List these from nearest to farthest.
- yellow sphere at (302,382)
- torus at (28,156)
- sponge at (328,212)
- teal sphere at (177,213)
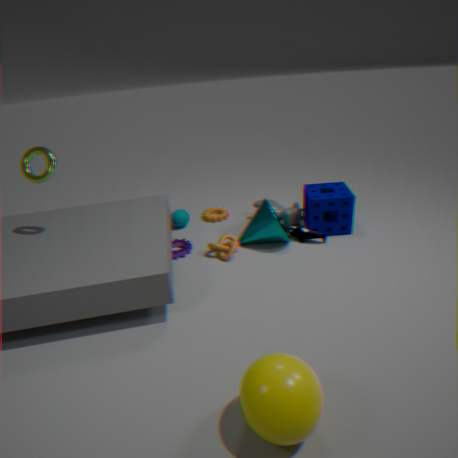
yellow sphere at (302,382), torus at (28,156), sponge at (328,212), teal sphere at (177,213)
